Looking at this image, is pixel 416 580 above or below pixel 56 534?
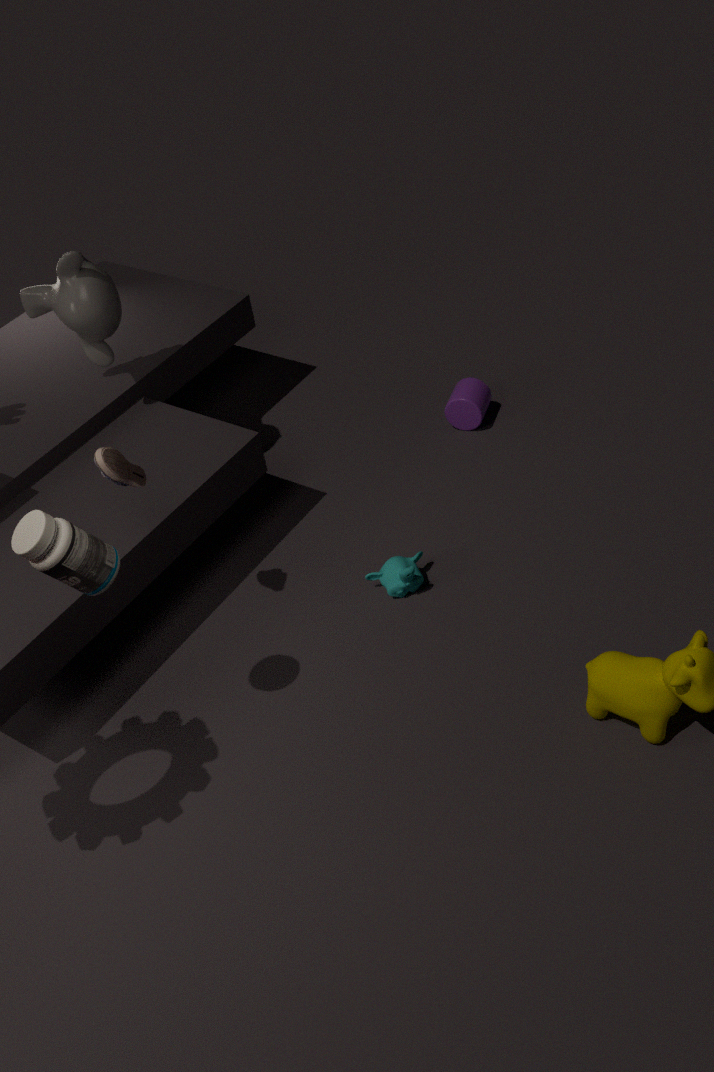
below
